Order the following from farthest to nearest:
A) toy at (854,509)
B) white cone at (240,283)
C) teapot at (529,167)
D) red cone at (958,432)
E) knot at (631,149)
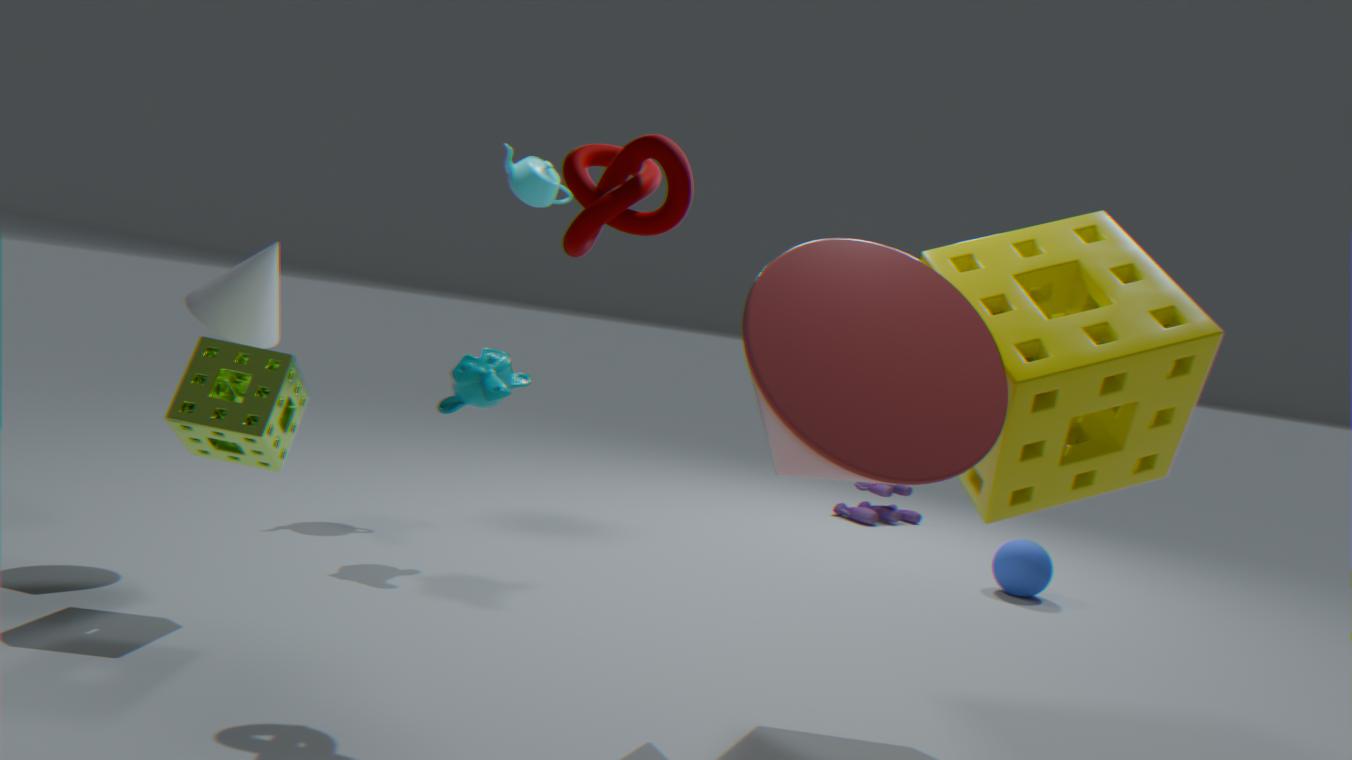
toy at (854,509), teapot at (529,167), white cone at (240,283), knot at (631,149), red cone at (958,432)
